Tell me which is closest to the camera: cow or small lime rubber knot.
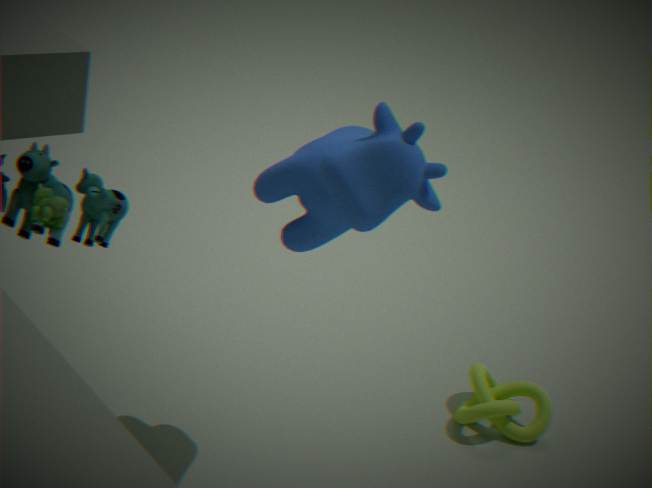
cow
